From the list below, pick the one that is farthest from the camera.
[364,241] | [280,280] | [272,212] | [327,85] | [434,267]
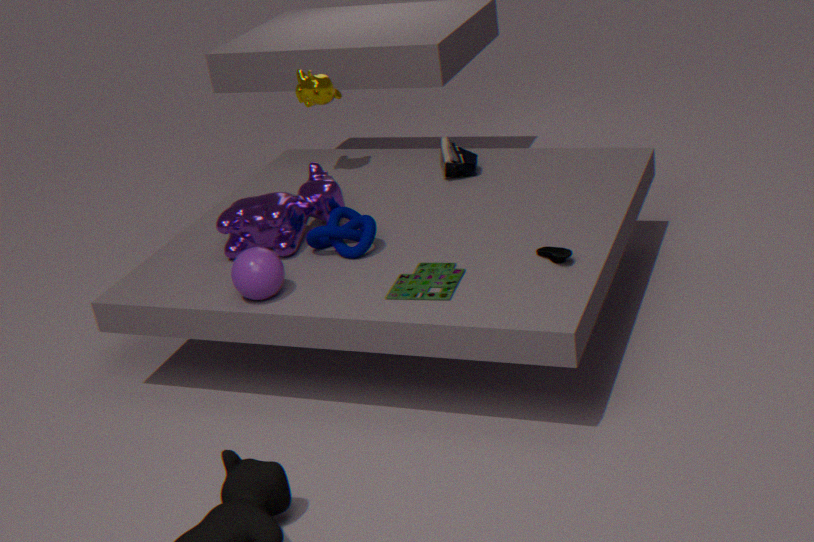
[327,85]
